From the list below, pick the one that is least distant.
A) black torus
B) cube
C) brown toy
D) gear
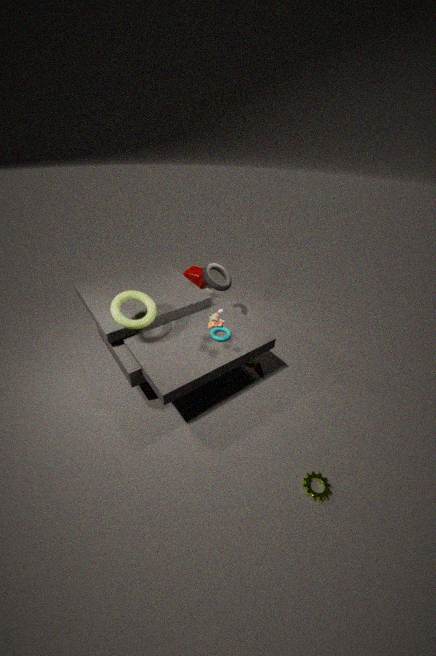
gear
